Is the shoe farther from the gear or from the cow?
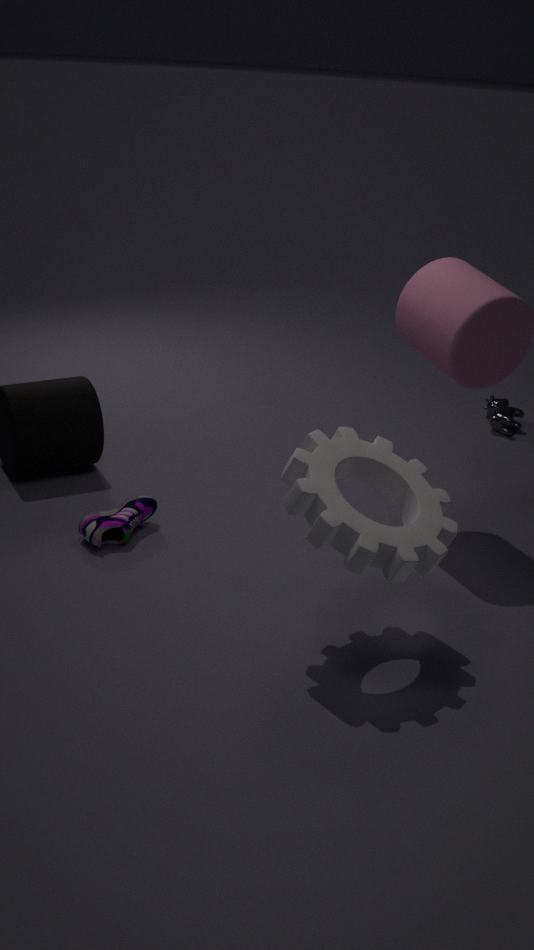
the cow
